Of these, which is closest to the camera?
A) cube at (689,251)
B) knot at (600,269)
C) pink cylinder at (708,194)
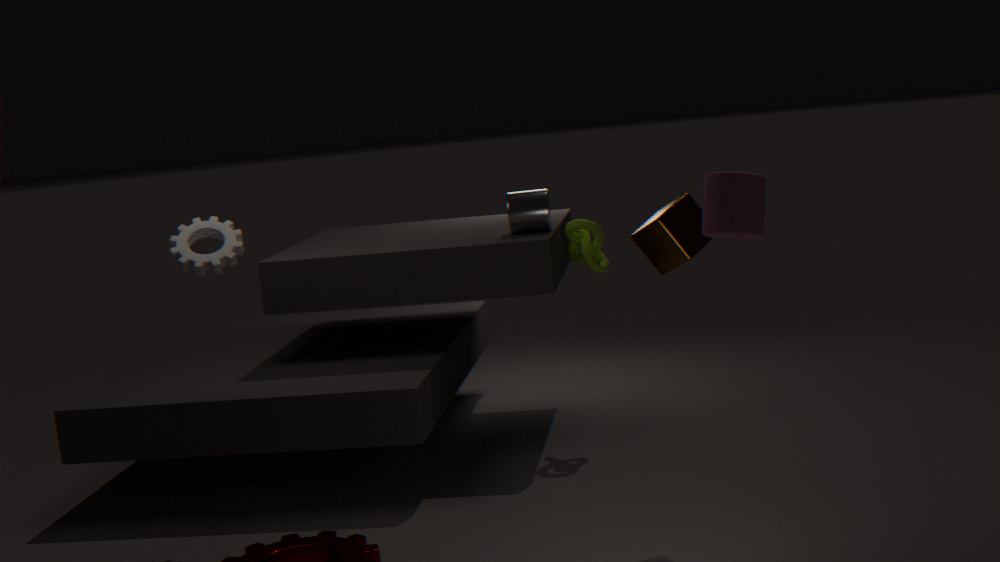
pink cylinder at (708,194)
